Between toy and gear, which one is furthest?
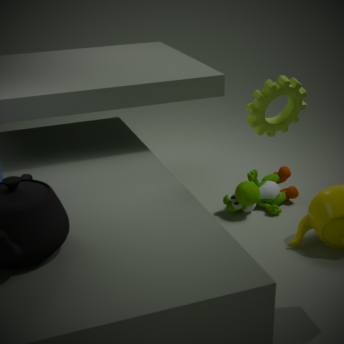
toy
